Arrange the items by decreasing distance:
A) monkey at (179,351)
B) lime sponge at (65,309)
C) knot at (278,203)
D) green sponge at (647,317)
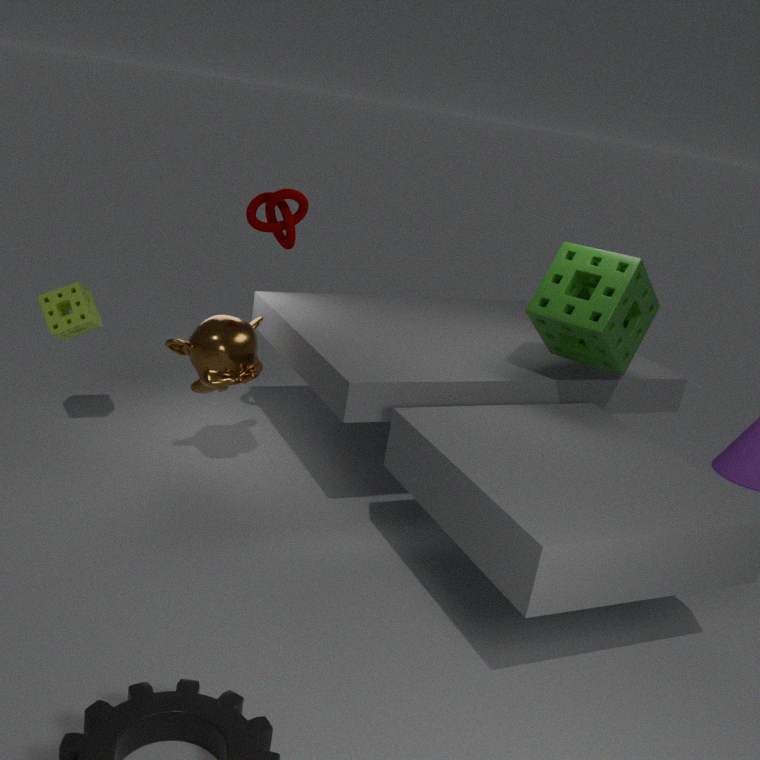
lime sponge at (65,309), knot at (278,203), monkey at (179,351), green sponge at (647,317)
